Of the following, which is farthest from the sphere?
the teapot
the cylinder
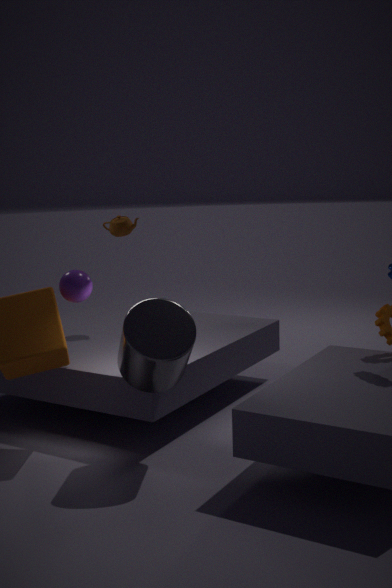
the teapot
